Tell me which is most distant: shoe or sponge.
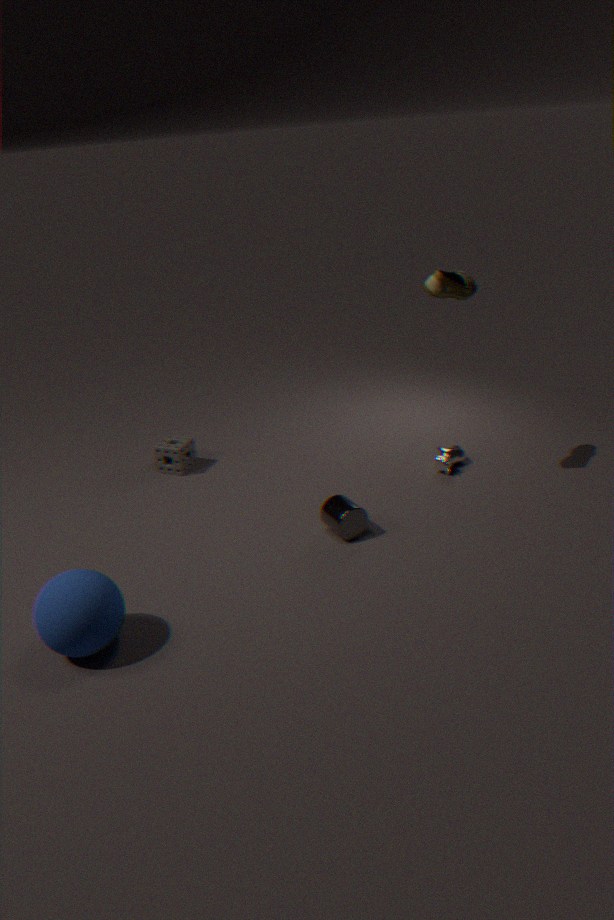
sponge
